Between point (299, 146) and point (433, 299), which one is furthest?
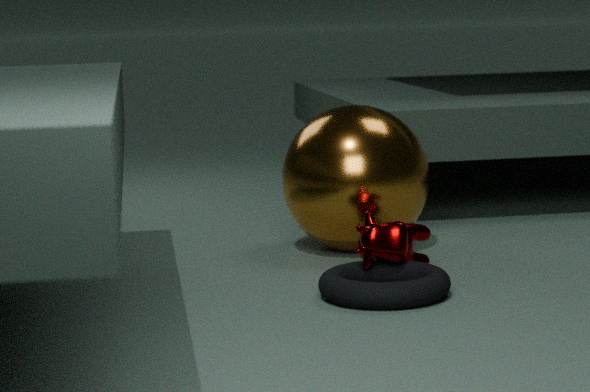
point (299, 146)
